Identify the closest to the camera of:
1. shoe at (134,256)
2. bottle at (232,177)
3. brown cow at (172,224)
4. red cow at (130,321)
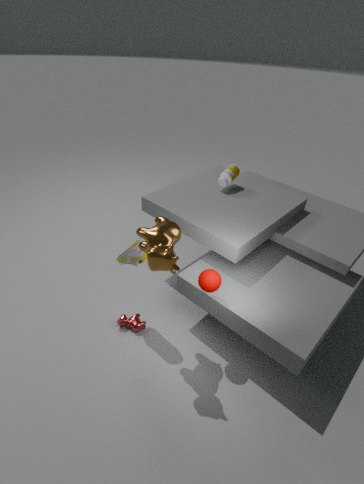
brown cow at (172,224)
